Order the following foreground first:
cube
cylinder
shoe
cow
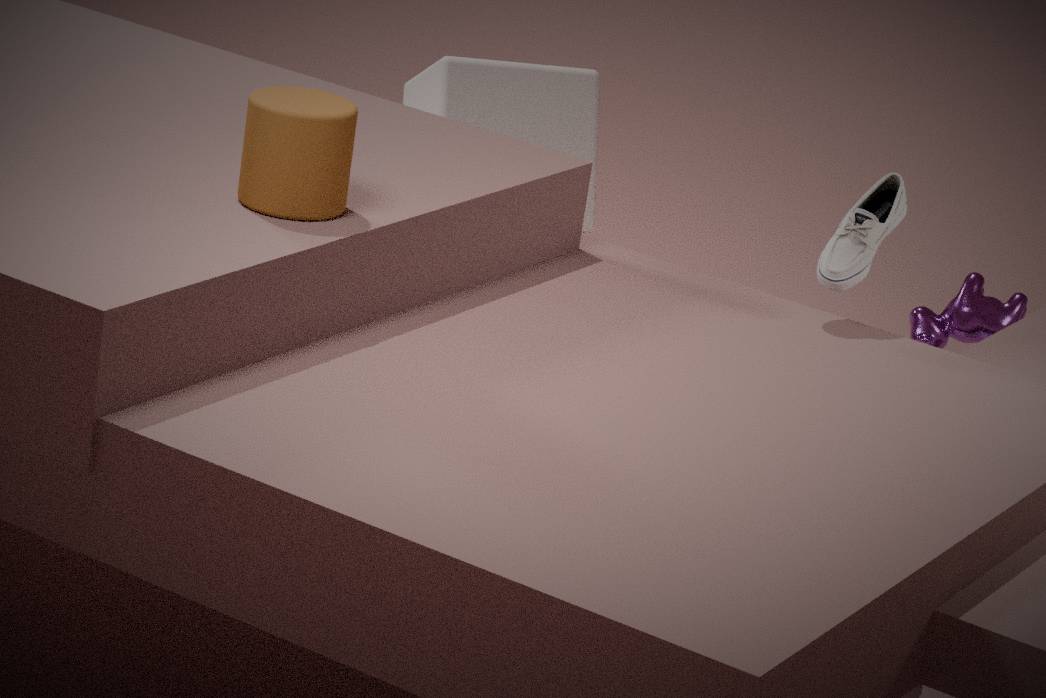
cylinder, shoe, cow, cube
